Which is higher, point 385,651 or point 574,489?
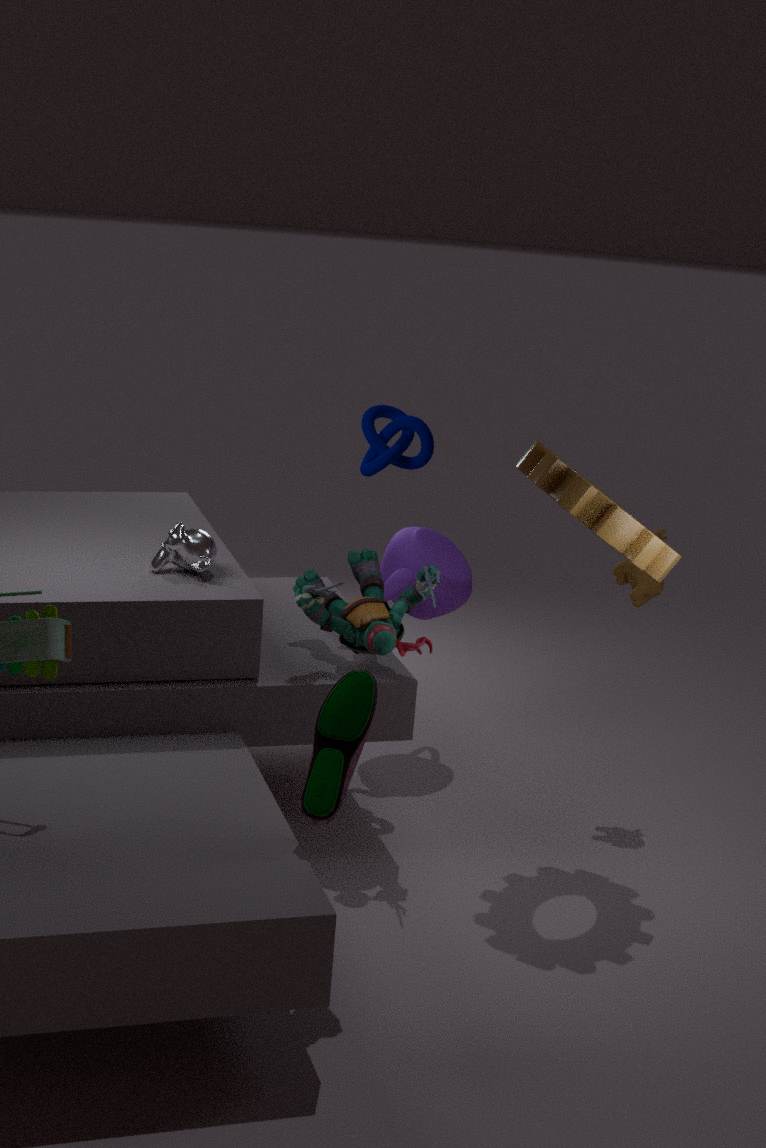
point 574,489
